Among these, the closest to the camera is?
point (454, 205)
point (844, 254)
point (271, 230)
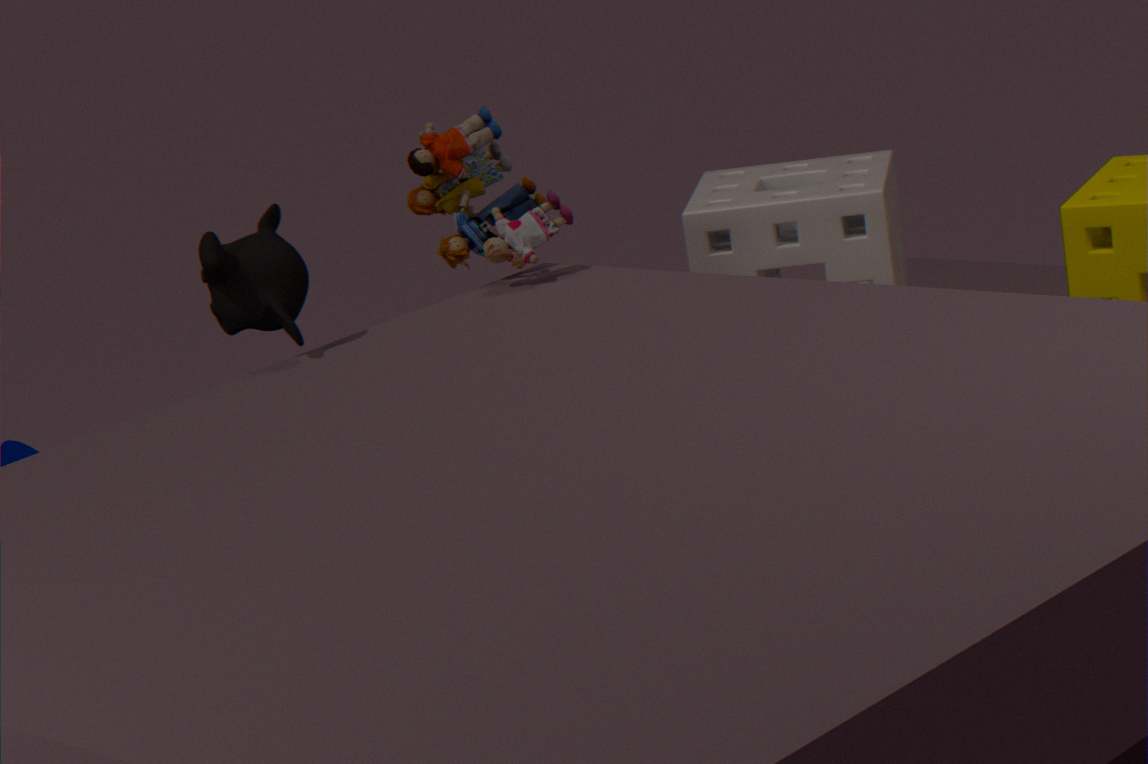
point (271, 230)
